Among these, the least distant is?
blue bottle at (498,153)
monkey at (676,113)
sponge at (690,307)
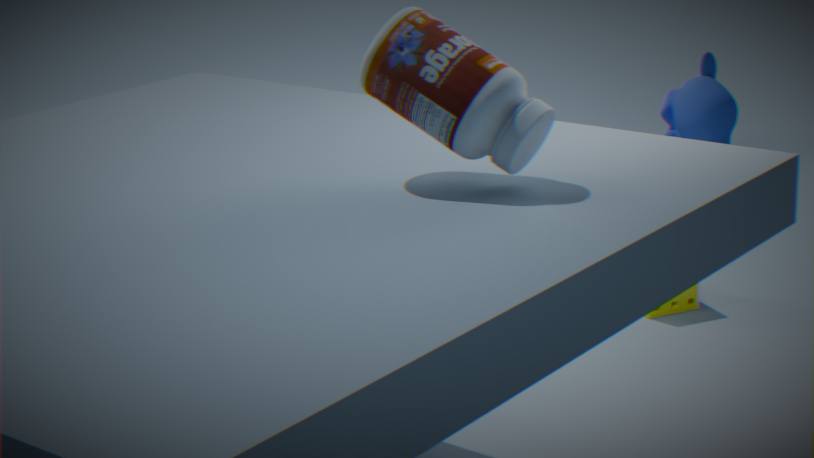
blue bottle at (498,153)
